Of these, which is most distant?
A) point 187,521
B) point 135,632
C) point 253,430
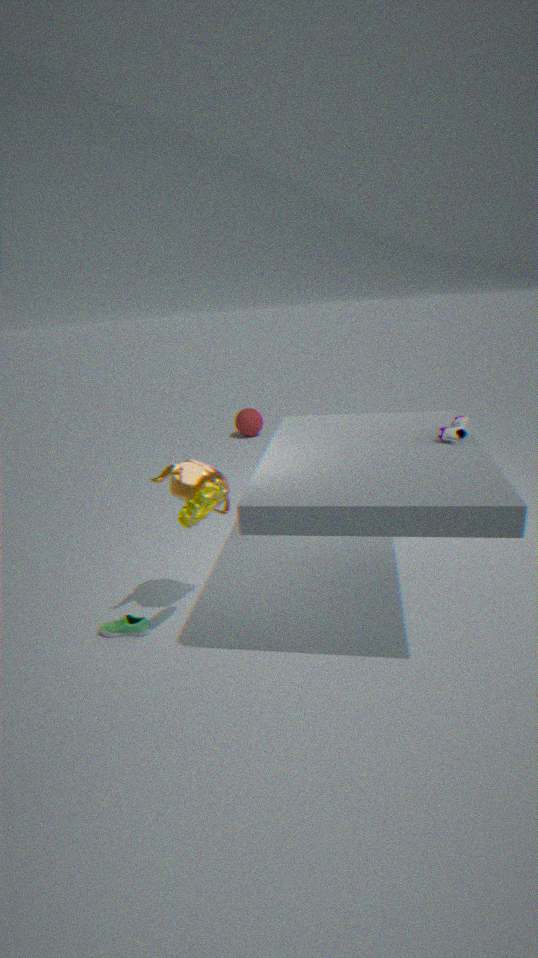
point 253,430
